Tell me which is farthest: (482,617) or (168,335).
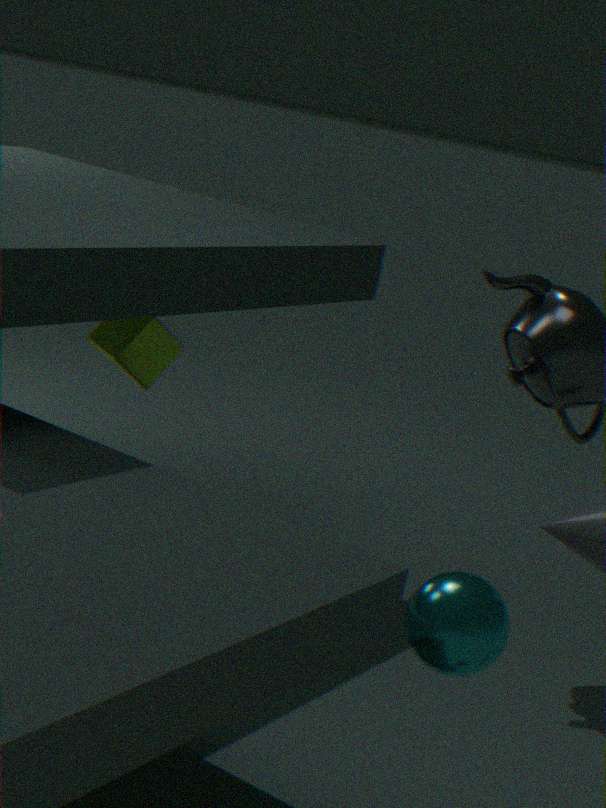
(168,335)
